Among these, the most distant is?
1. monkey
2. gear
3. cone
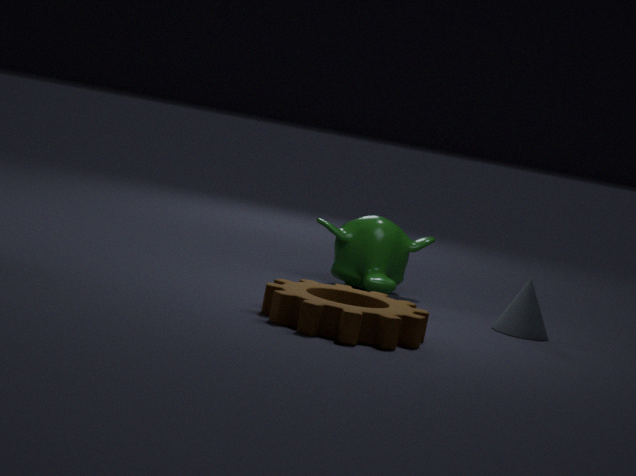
monkey
